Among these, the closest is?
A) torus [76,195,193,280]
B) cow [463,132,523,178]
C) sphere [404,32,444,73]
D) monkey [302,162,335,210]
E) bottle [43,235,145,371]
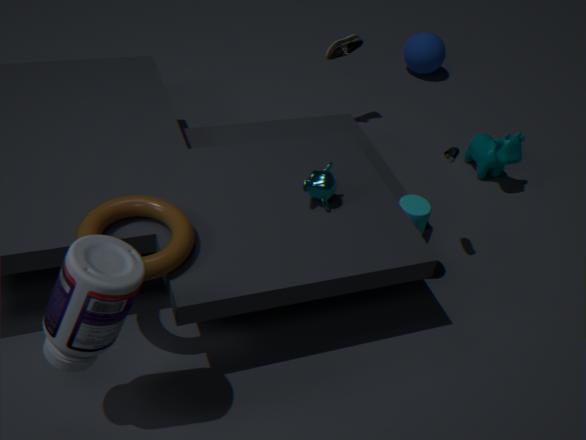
E. bottle [43,235,145,371]
